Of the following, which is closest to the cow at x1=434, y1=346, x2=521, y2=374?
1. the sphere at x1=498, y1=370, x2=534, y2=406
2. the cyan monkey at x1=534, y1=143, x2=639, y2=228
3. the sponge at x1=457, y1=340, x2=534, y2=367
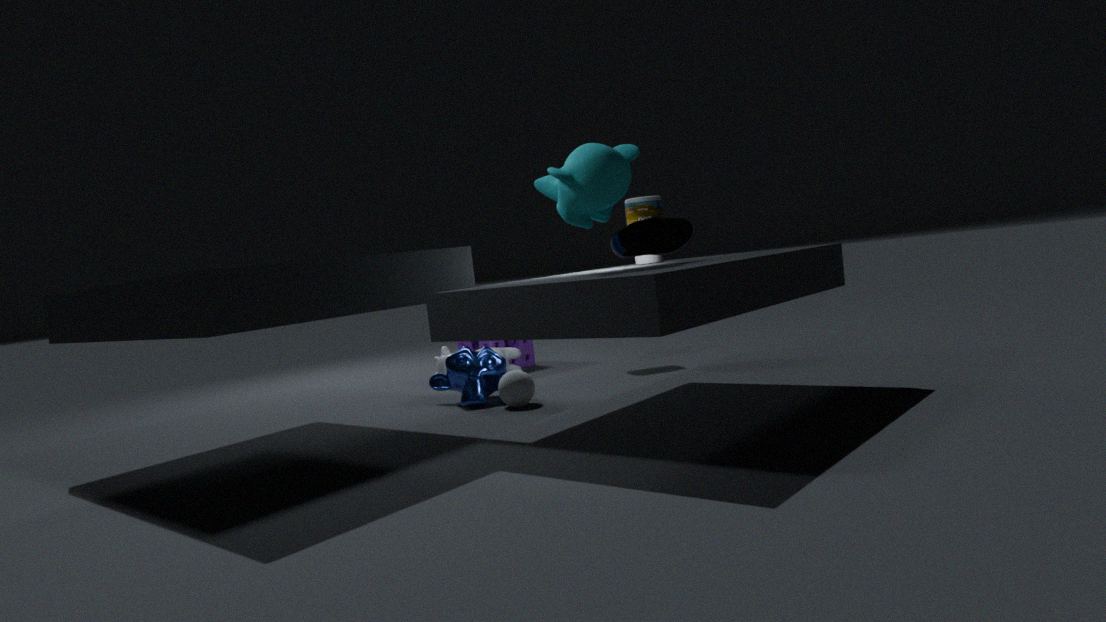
the sponge at x1=457, y1=340, x2=534, y2=367
